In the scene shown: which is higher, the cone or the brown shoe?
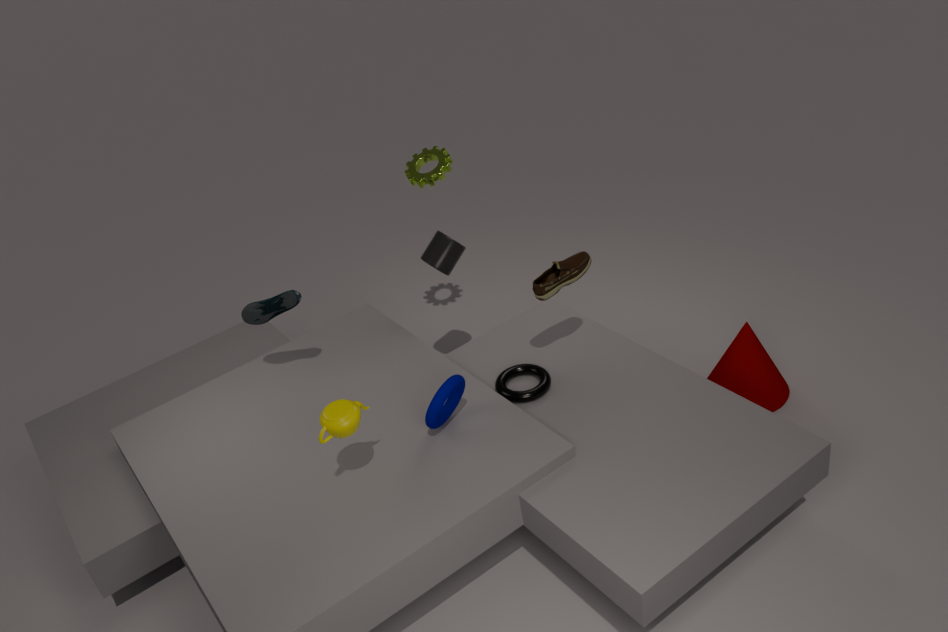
the brown shoe
